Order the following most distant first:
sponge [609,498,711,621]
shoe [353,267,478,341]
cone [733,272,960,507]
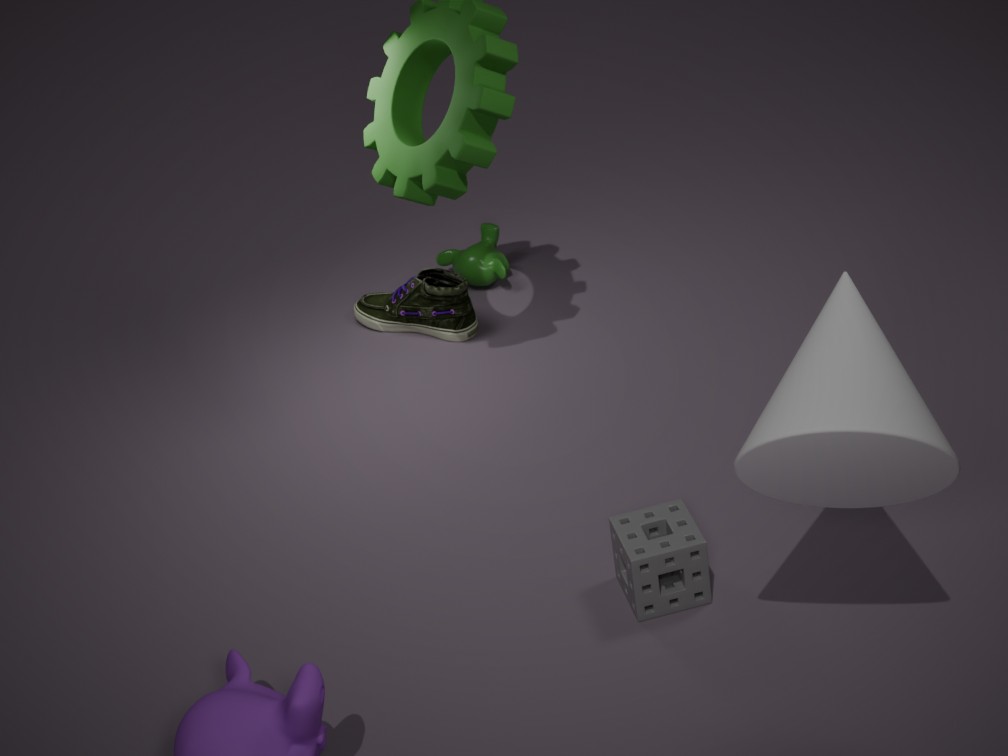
shoe [353,267,478,341], sponge [609,498,711,621], cone [733,272,960,507]
